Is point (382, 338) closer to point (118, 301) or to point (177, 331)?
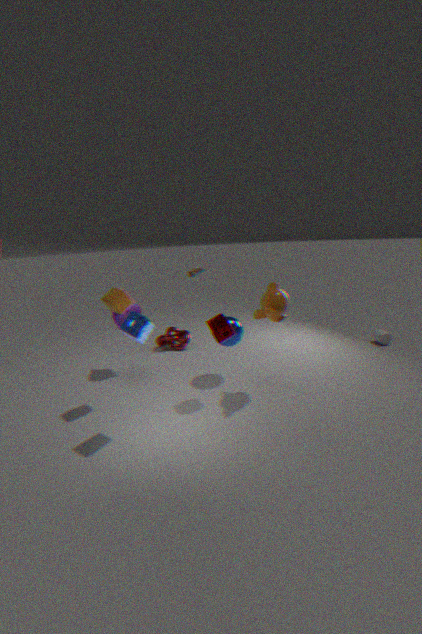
point (177, 331)
